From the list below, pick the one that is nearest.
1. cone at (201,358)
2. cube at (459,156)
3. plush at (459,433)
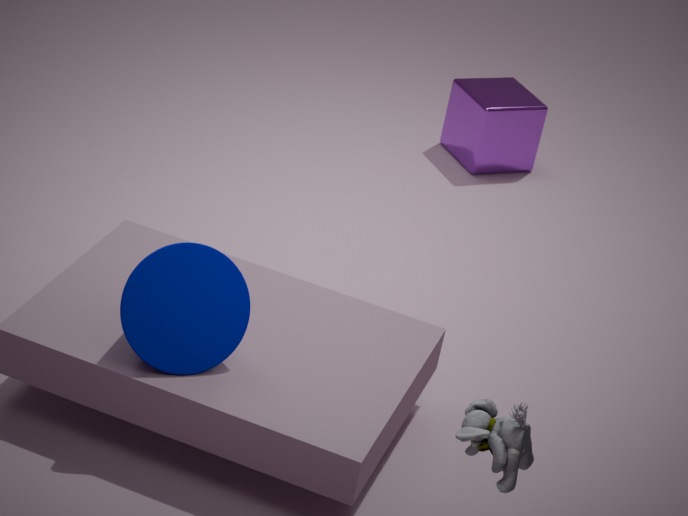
plush at (459,433)
